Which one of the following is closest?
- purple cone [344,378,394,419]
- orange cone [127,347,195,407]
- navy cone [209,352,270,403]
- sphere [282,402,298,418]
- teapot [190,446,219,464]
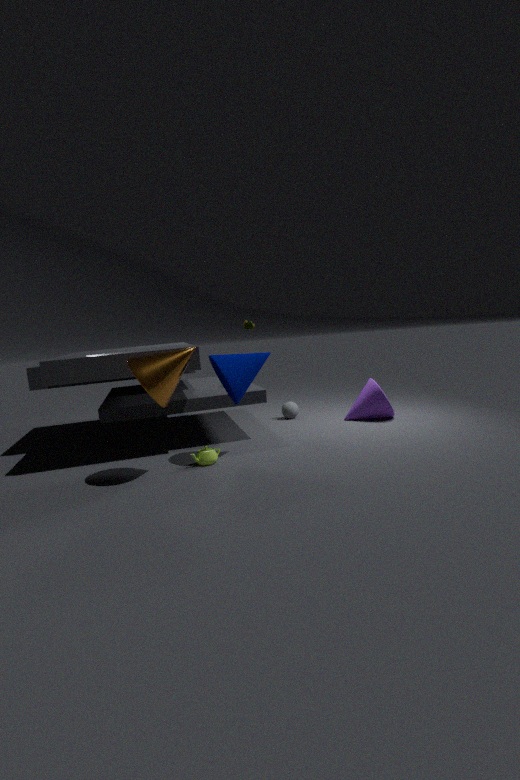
orange cone [127,347,195,407]
